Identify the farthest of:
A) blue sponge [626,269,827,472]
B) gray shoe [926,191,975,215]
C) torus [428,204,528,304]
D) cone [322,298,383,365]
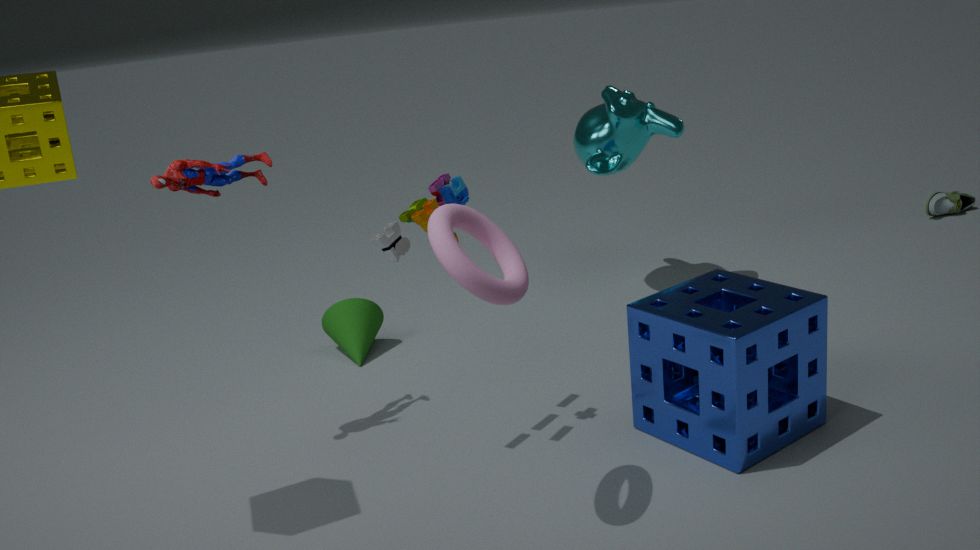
gray shoe [926,191,975,215]
